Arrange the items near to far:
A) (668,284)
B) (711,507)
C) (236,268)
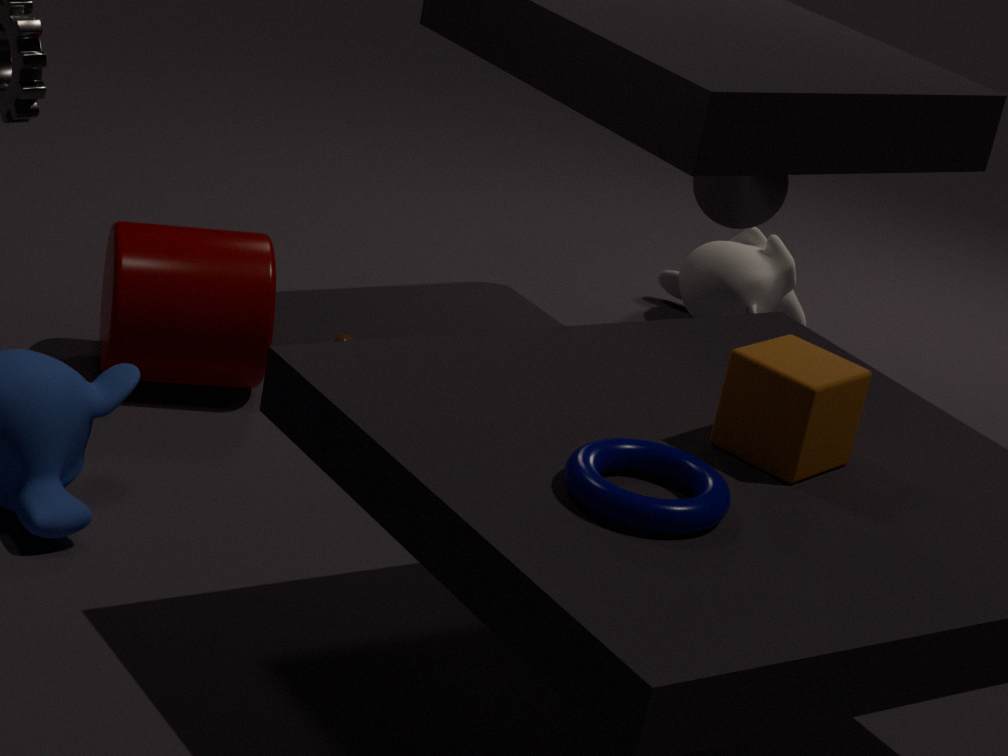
(711,507), (236,268), (668,284)
